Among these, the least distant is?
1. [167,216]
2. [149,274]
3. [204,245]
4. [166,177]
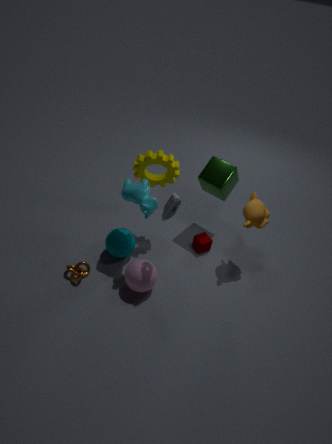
[167,216]
